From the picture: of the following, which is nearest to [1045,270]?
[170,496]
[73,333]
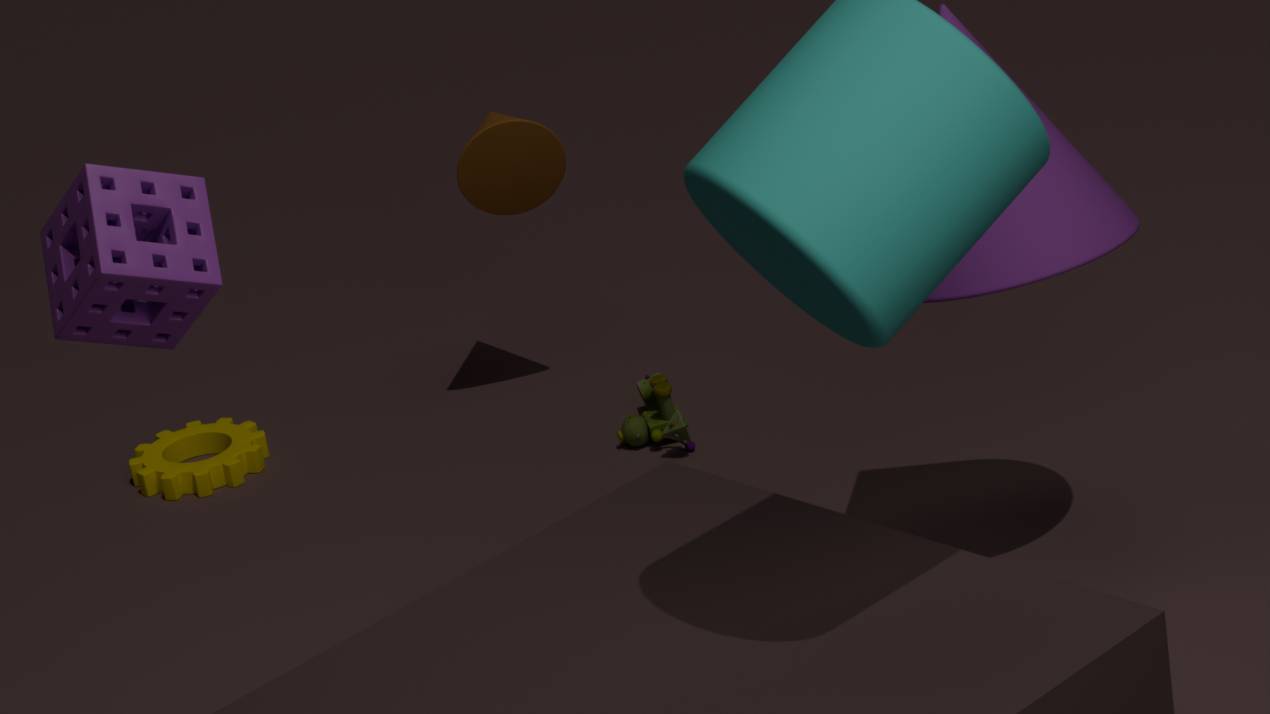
[73,333]
